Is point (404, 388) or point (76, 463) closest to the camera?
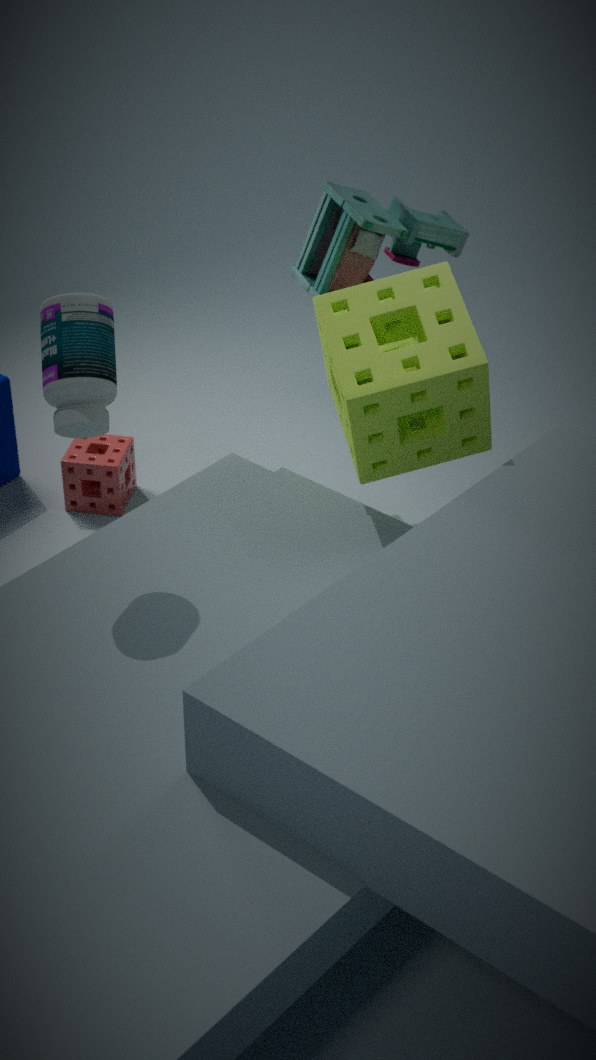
point (404, 388)
